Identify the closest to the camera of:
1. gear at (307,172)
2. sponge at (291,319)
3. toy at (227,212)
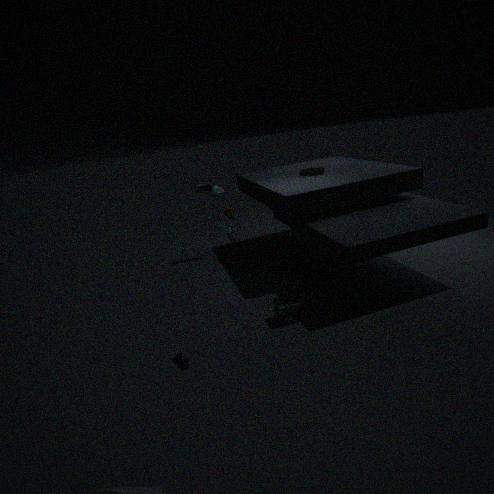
toy at (227,212)
